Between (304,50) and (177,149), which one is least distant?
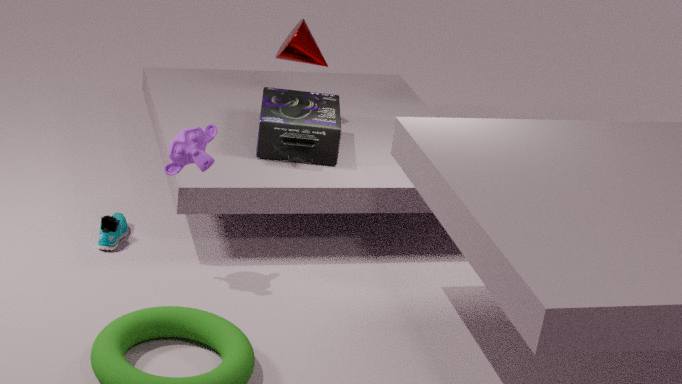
(177,149)
